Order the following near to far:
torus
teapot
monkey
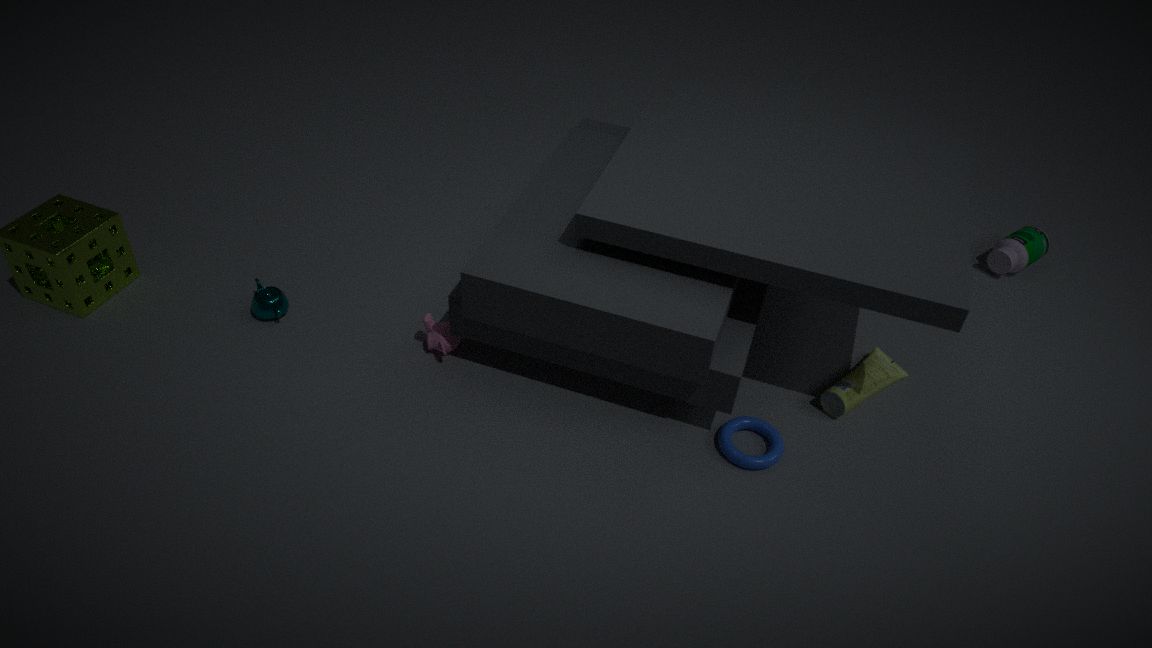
1. torus
2. monkey
3. teapot
